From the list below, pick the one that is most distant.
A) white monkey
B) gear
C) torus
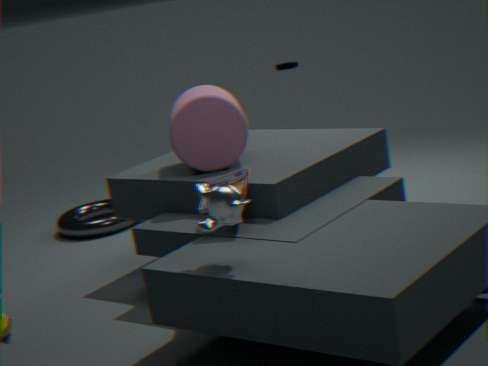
gear
